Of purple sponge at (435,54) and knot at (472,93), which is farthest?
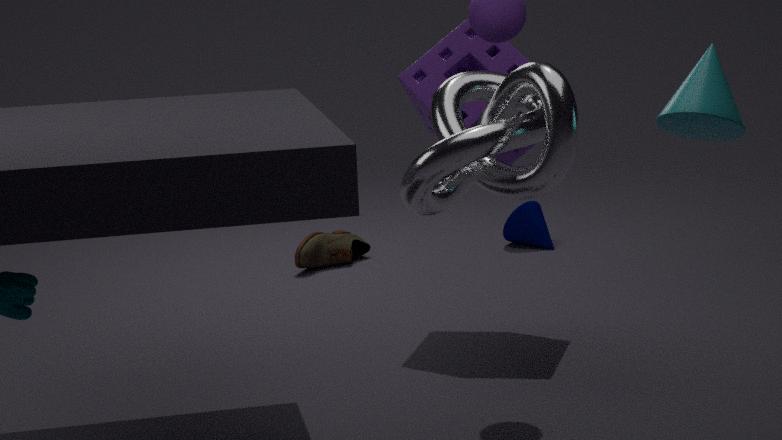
purple sponge at (435,54)
